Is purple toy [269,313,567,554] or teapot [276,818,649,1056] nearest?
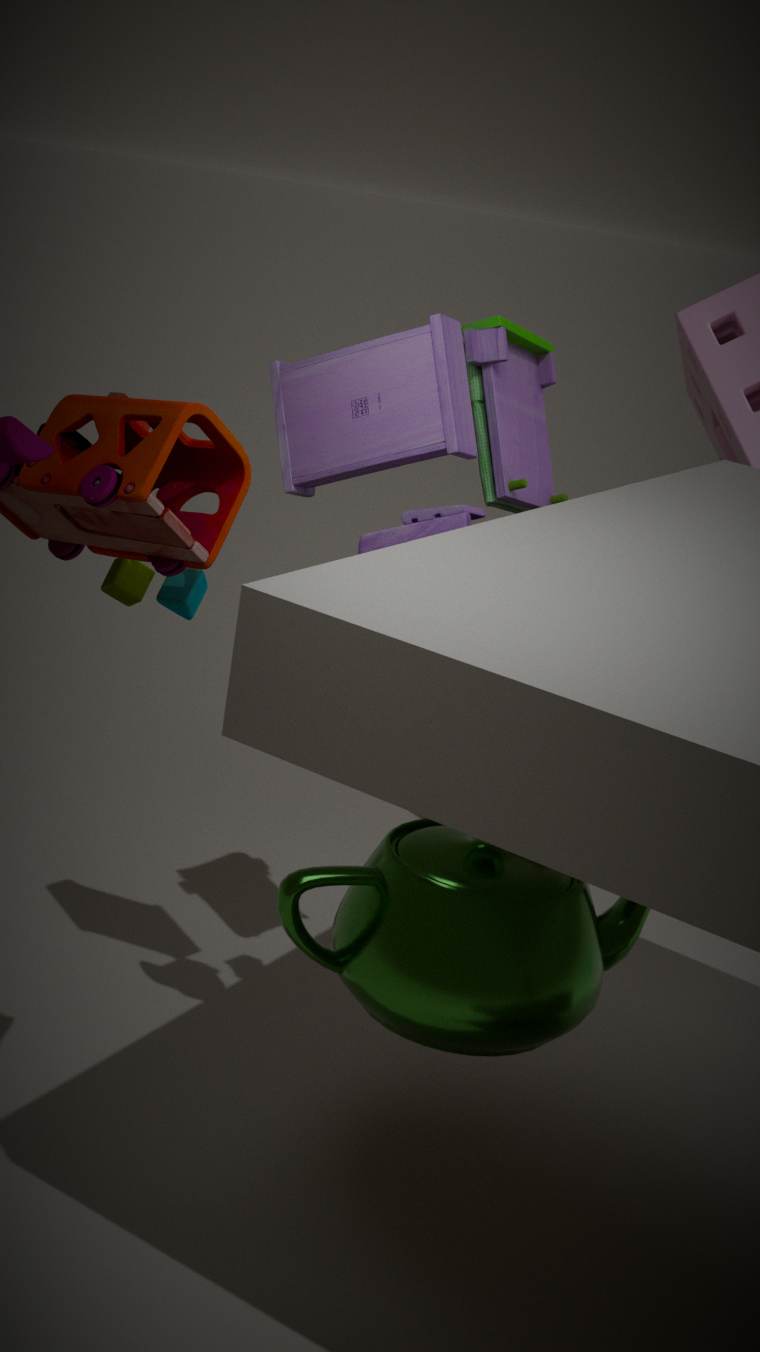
teapot [276,818,649,1056]
